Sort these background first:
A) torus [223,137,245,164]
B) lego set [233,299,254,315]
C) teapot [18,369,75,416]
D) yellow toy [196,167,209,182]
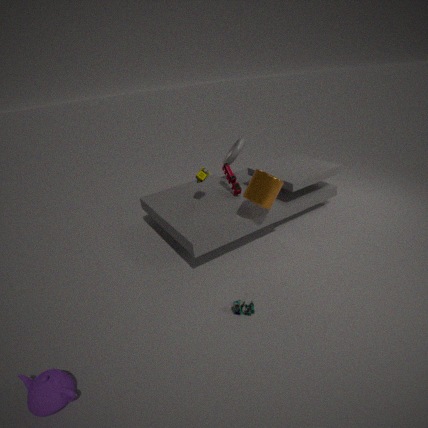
torus [223,137,245,164], yellow toy [196,167,209,182], lego set [233,299,254,315], teapot [18,369,75,416]
